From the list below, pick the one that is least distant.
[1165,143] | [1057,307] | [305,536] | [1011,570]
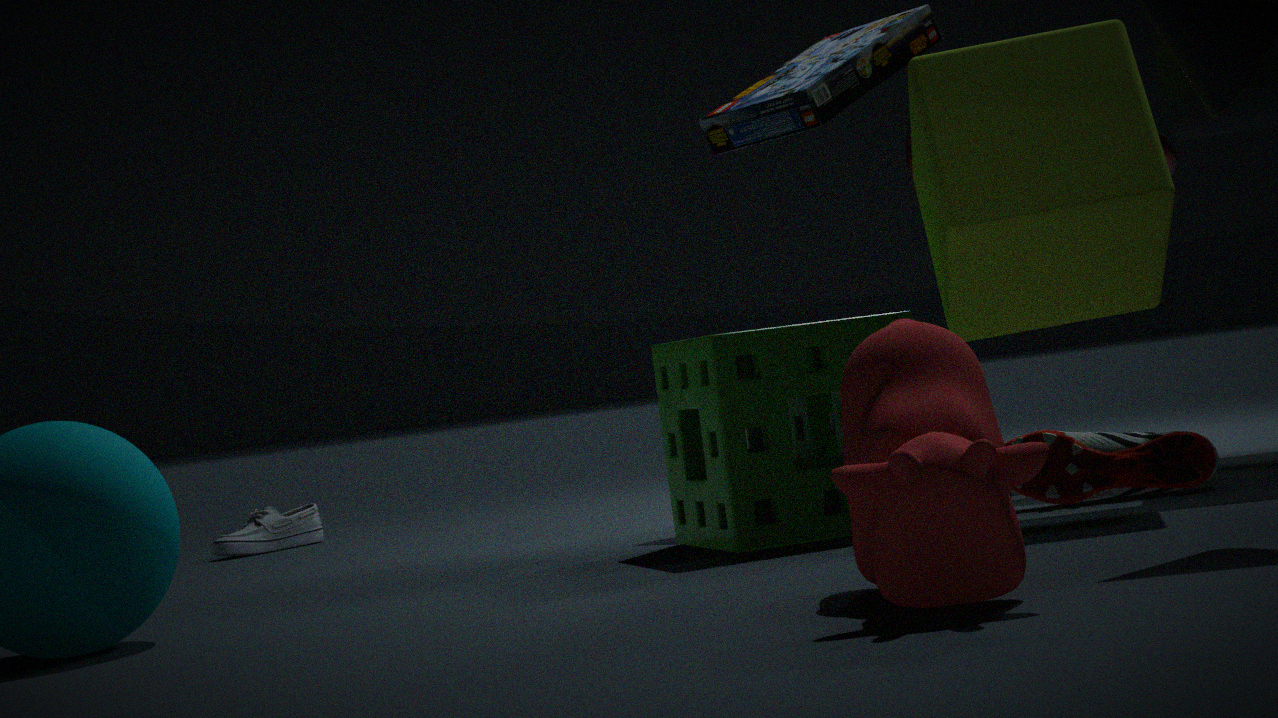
[1011,570]
